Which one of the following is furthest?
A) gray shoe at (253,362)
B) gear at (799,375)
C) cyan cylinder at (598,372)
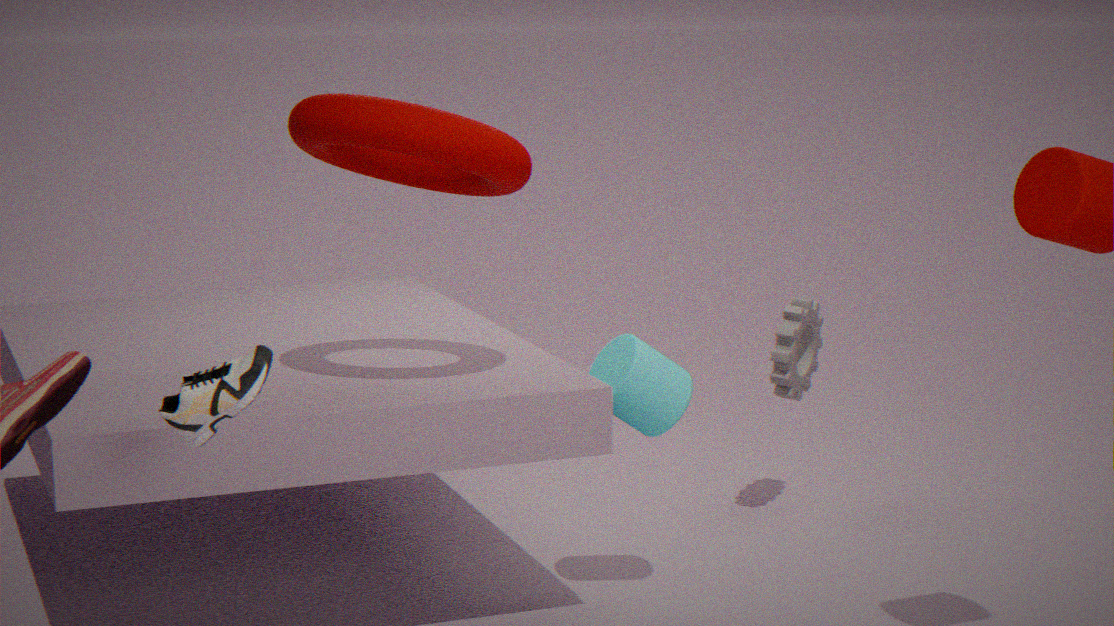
gear at (799,375)
